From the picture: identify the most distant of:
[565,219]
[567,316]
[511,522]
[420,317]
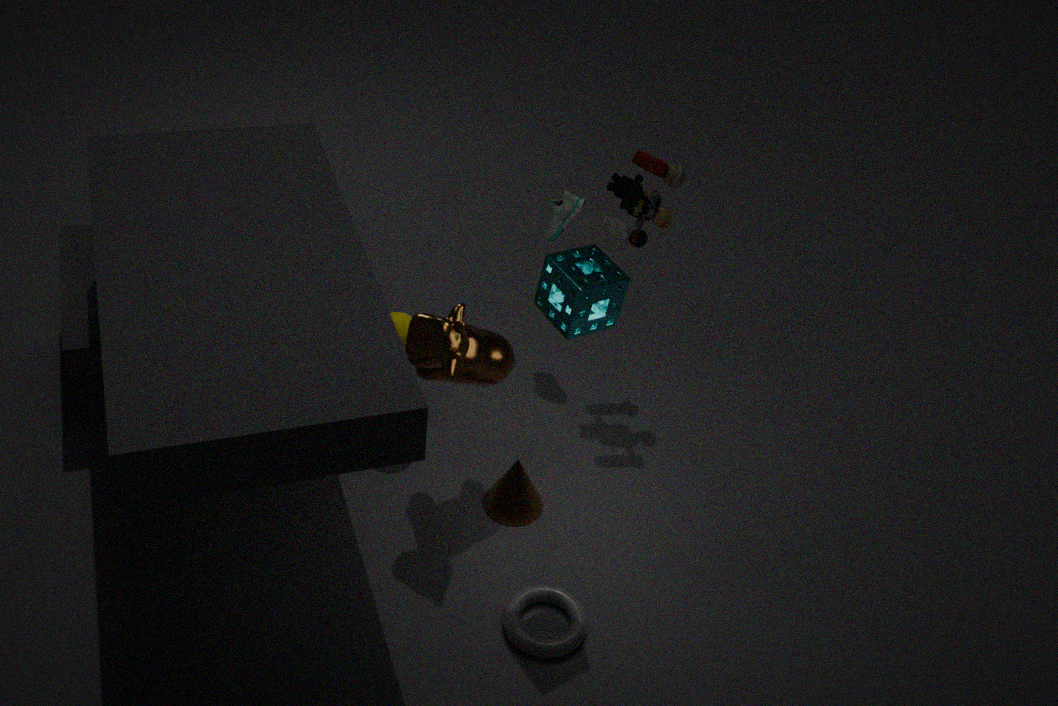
[565,219]
